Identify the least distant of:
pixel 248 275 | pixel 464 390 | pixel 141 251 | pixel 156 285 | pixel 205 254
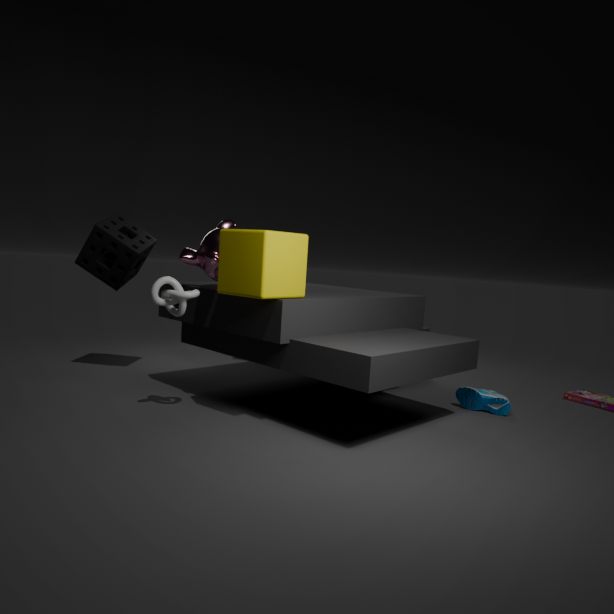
pixel 248 275
